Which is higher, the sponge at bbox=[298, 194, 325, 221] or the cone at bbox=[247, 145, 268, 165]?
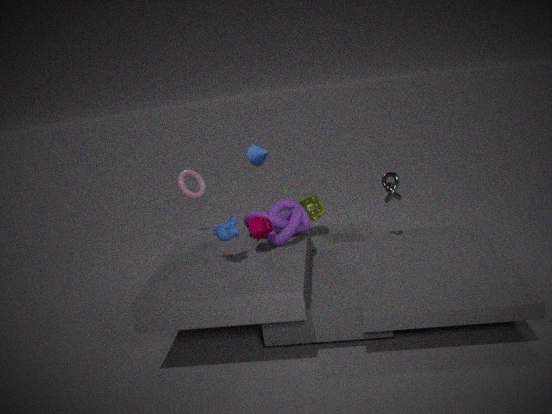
the cone at bbox=[247, 145, 268, 165]
